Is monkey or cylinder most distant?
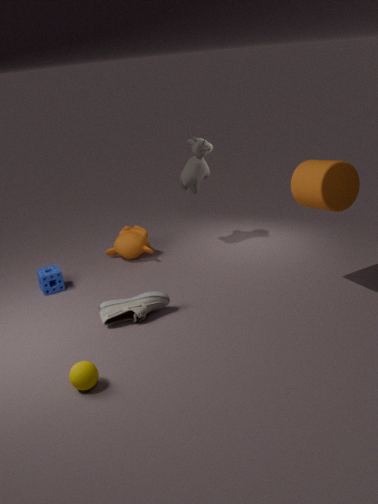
monkey
